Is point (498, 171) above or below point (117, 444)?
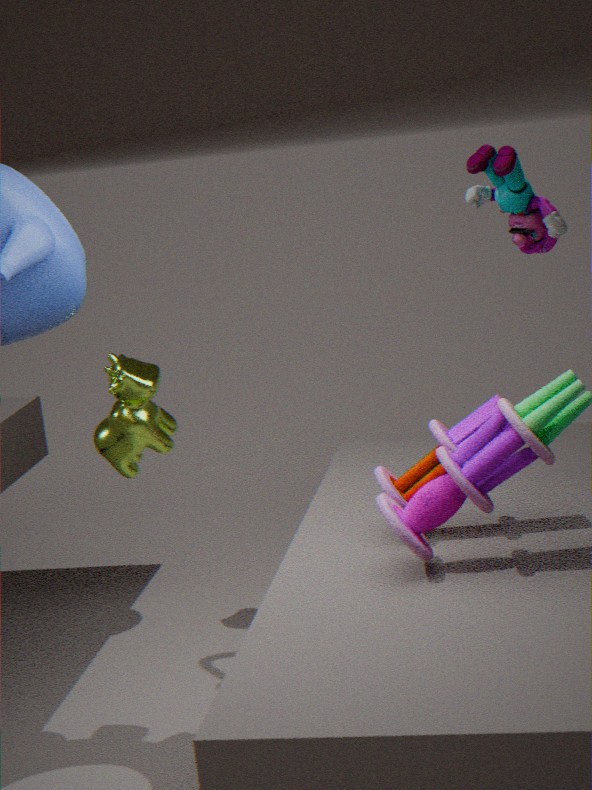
above
